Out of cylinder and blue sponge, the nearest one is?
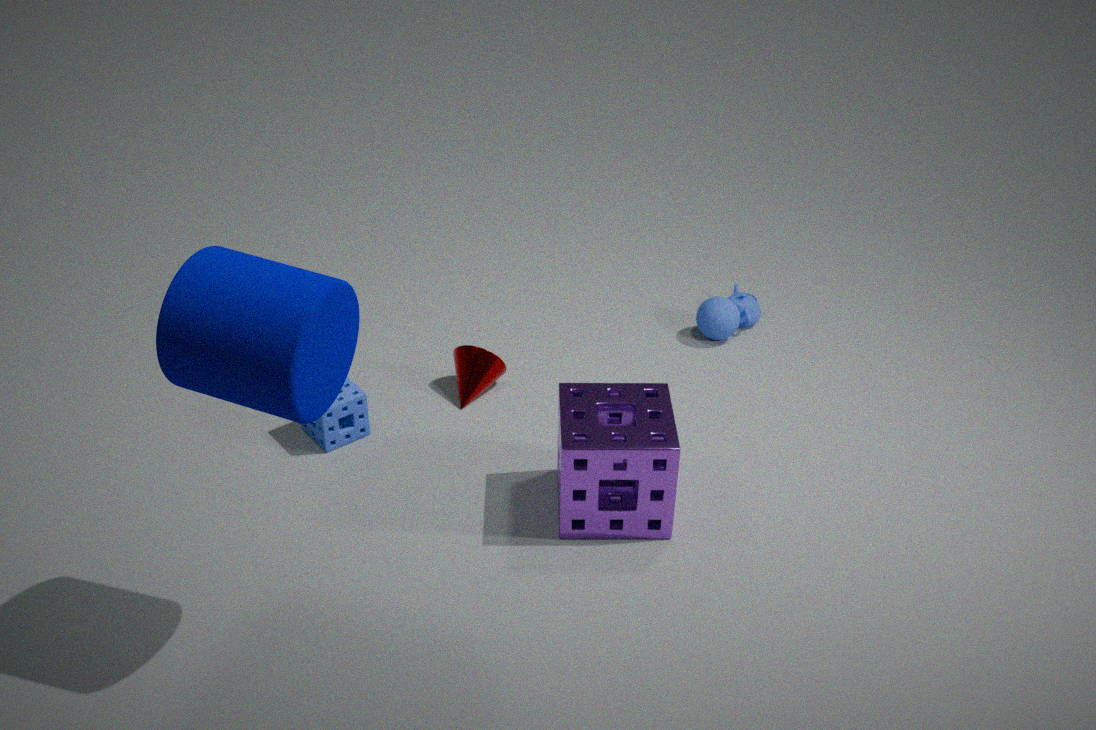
cylinder
